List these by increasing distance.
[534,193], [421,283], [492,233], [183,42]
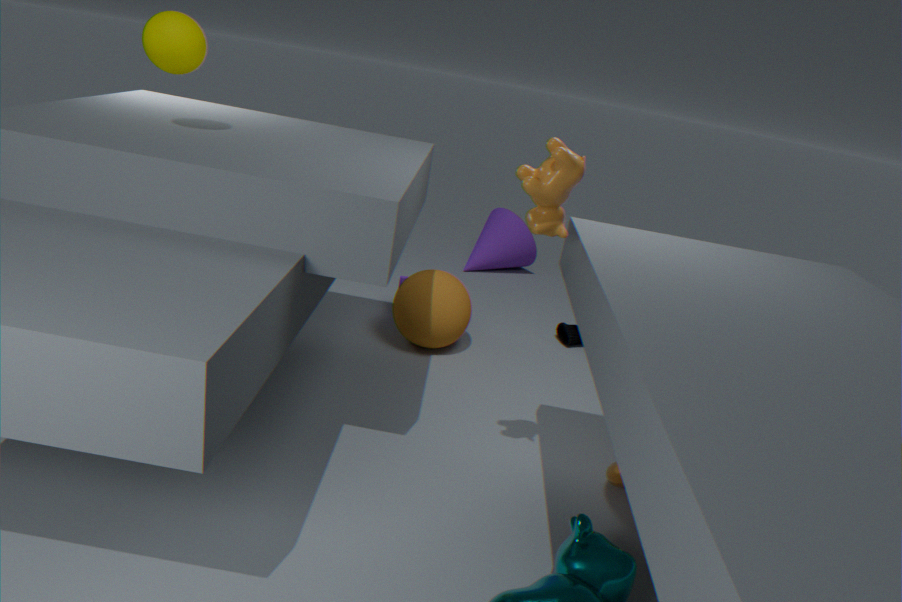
[534,193] → [183,42] → [421,283] → [492,233]
